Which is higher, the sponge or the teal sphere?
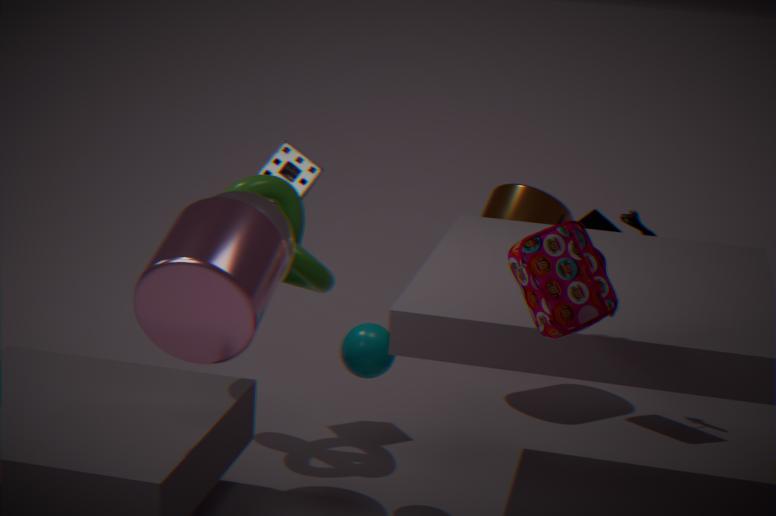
the sponge
